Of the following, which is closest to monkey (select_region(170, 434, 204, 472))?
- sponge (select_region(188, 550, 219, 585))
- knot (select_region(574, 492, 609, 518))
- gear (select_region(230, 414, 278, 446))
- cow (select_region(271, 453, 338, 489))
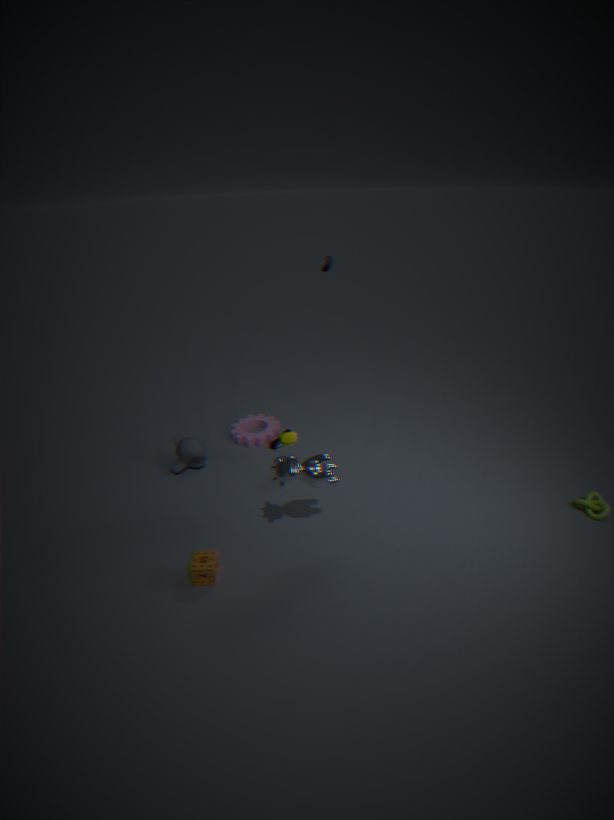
gear (select_region(230, 414, 278, 446))
